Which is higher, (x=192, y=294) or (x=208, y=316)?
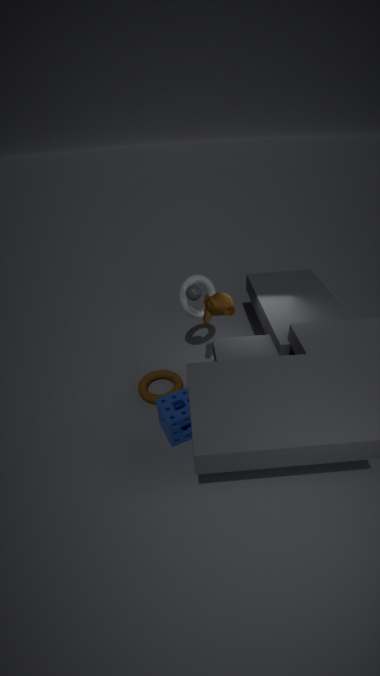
(x=192, y=294)
